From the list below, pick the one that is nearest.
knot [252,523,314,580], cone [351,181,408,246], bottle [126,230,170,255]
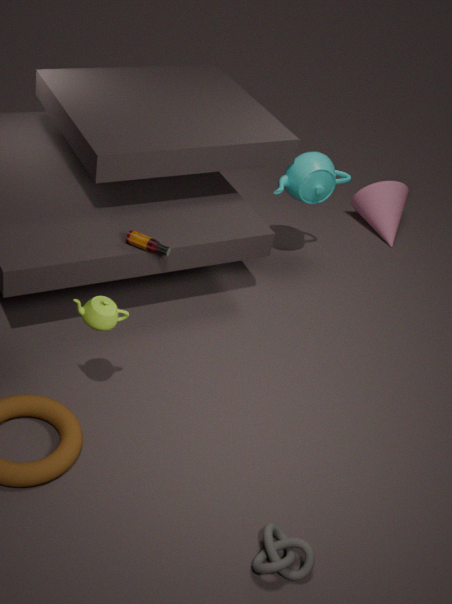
knot [252,523,314,580]
